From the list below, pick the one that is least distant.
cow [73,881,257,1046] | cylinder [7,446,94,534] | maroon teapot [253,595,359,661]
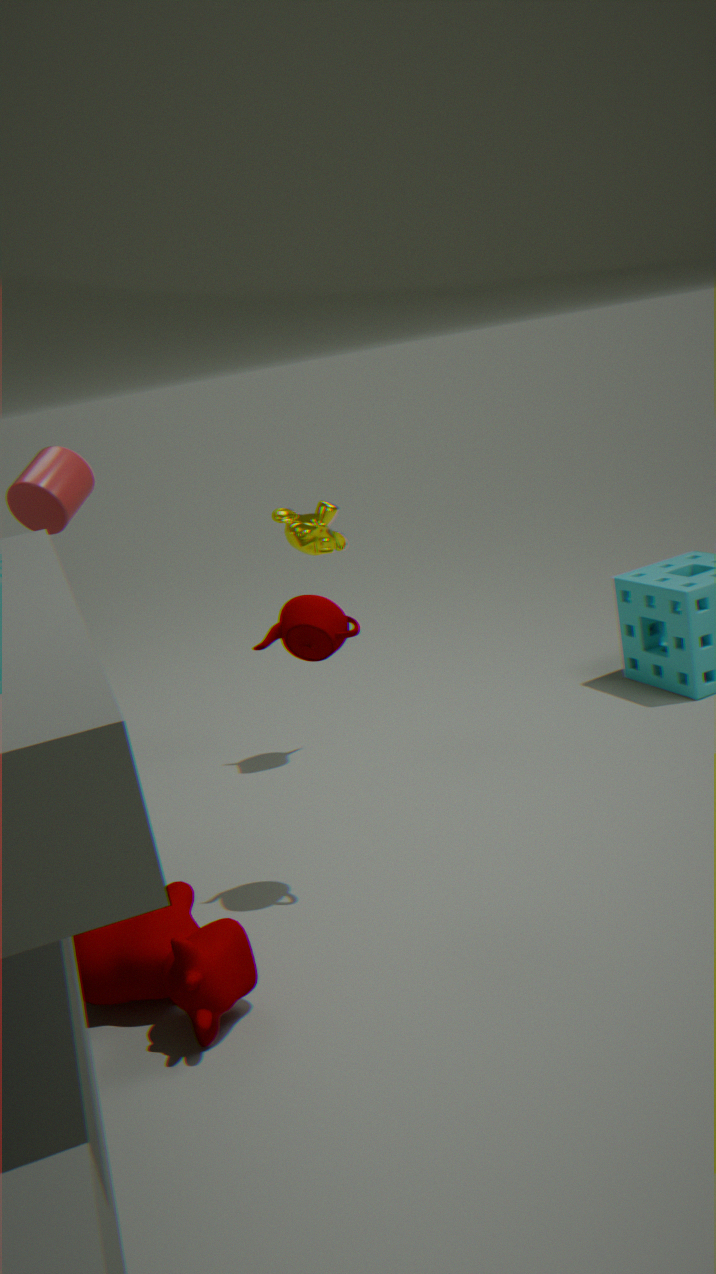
cow [73,881,257,1046]
